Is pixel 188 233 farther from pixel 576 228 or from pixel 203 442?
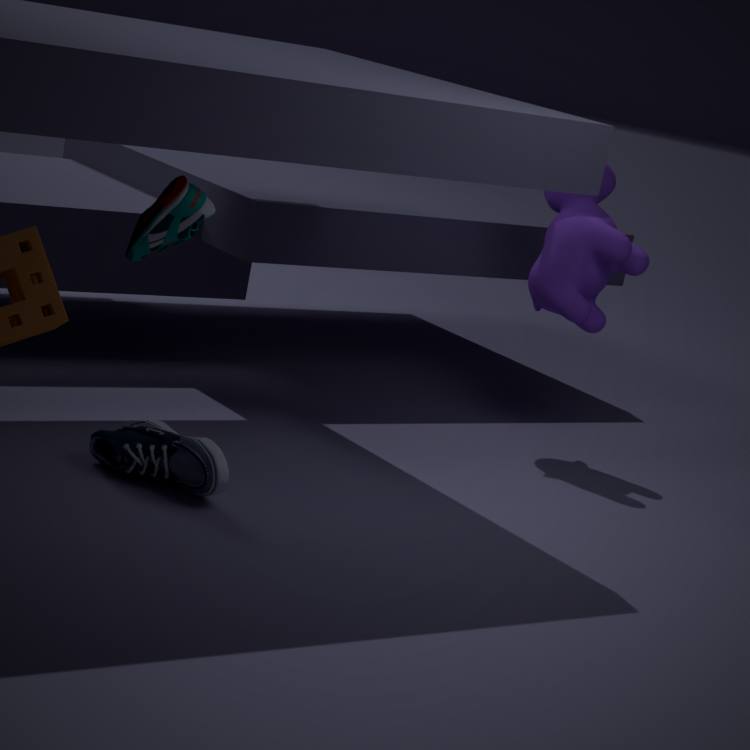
pixel 576 228
